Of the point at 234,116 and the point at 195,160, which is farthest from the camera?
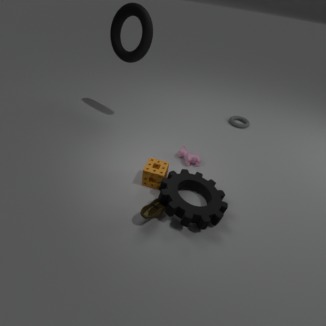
the point at 234,116
